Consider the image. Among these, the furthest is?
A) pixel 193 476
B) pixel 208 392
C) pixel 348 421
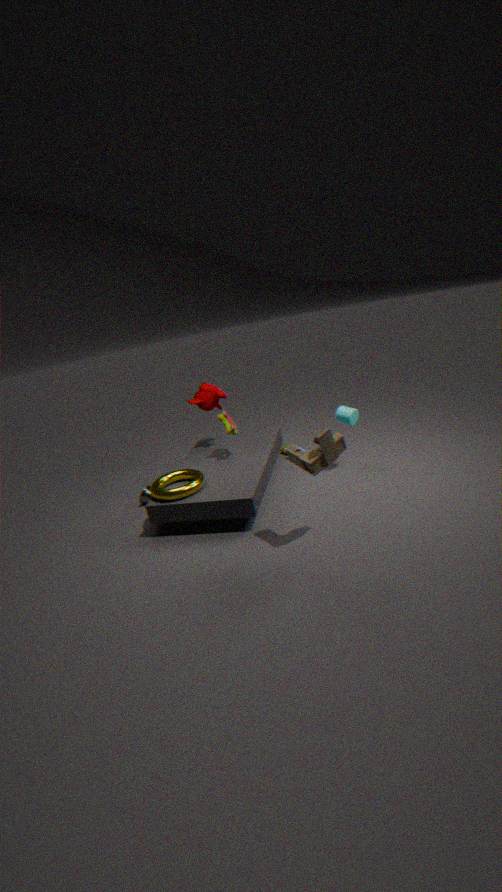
pixel 208 392
